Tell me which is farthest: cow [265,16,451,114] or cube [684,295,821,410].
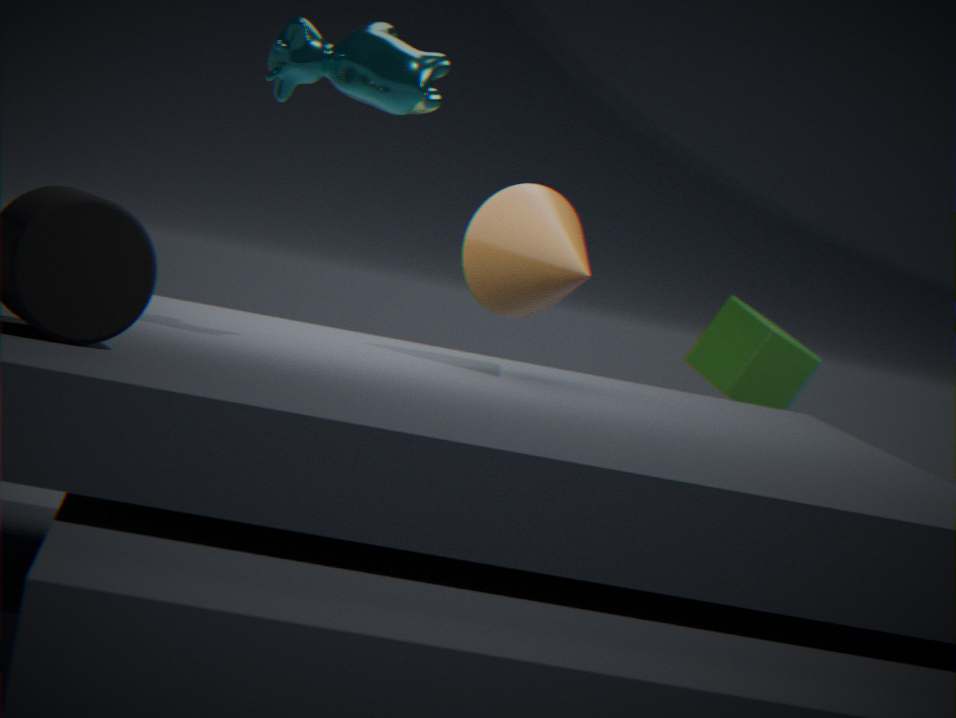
cube [684,295,821,410]
